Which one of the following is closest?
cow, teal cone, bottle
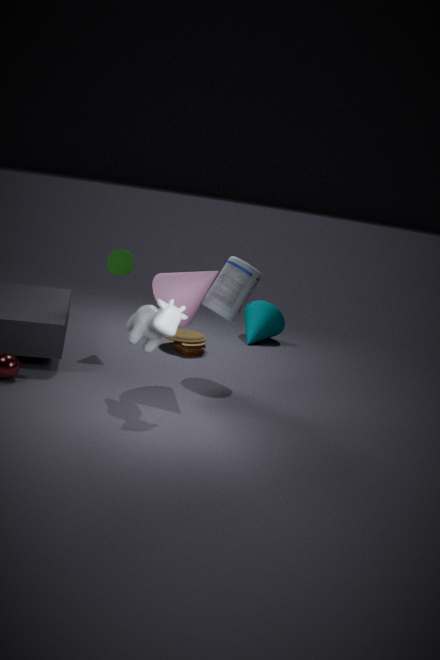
cow
